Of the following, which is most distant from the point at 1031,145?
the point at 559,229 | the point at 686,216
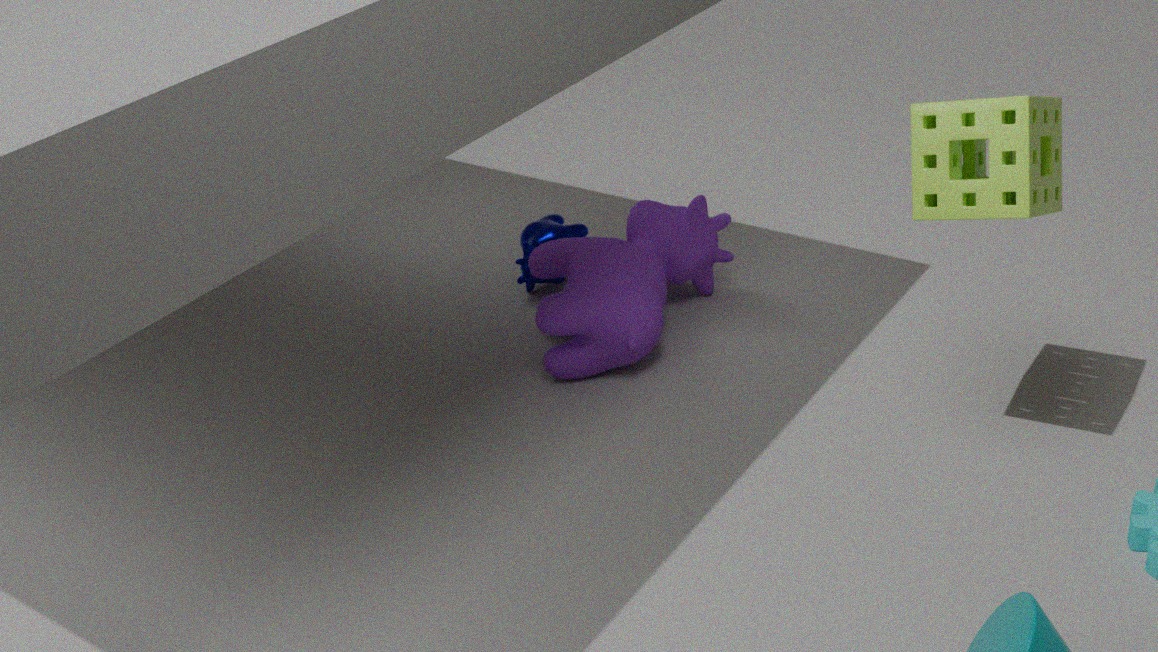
the point at 559,229
